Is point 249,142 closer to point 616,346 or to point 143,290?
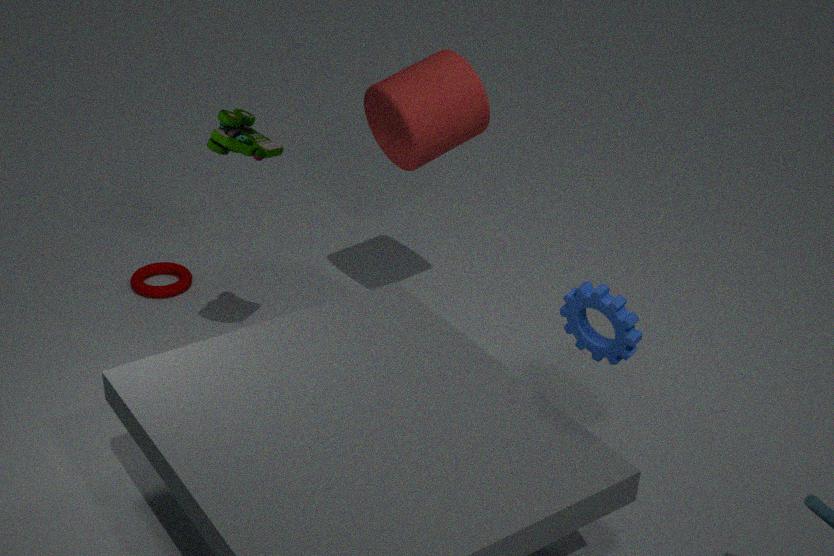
point 143,290
